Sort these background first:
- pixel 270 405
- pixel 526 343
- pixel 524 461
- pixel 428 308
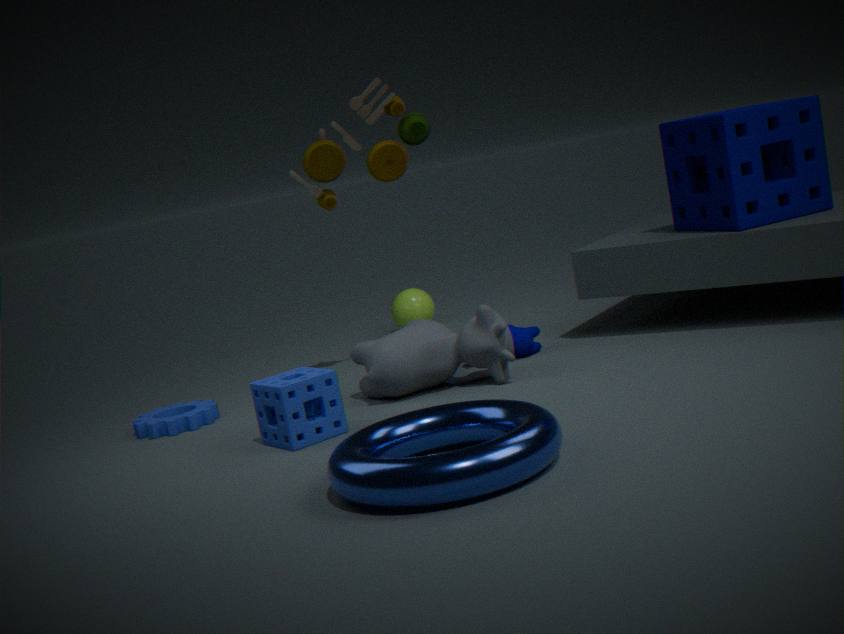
pixel 428 308, pixel 526 343, pixel 270 405, pixel 524 461
